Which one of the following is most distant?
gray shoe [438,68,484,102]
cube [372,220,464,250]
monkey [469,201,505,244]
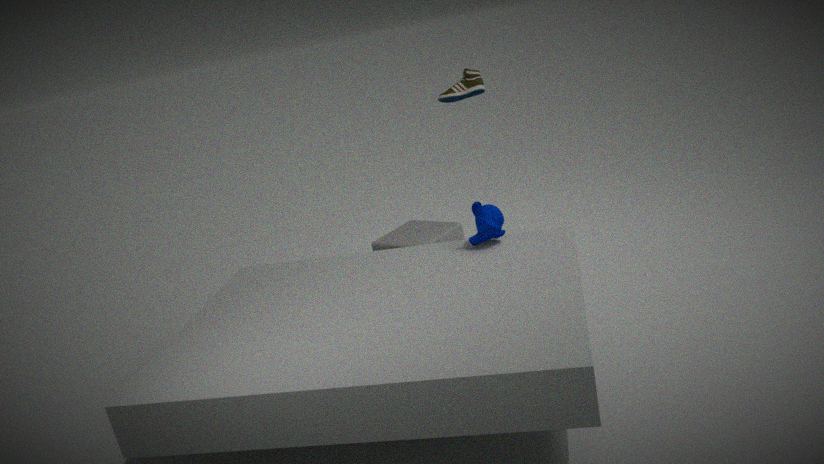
gray shoe [438,68,484,102]
